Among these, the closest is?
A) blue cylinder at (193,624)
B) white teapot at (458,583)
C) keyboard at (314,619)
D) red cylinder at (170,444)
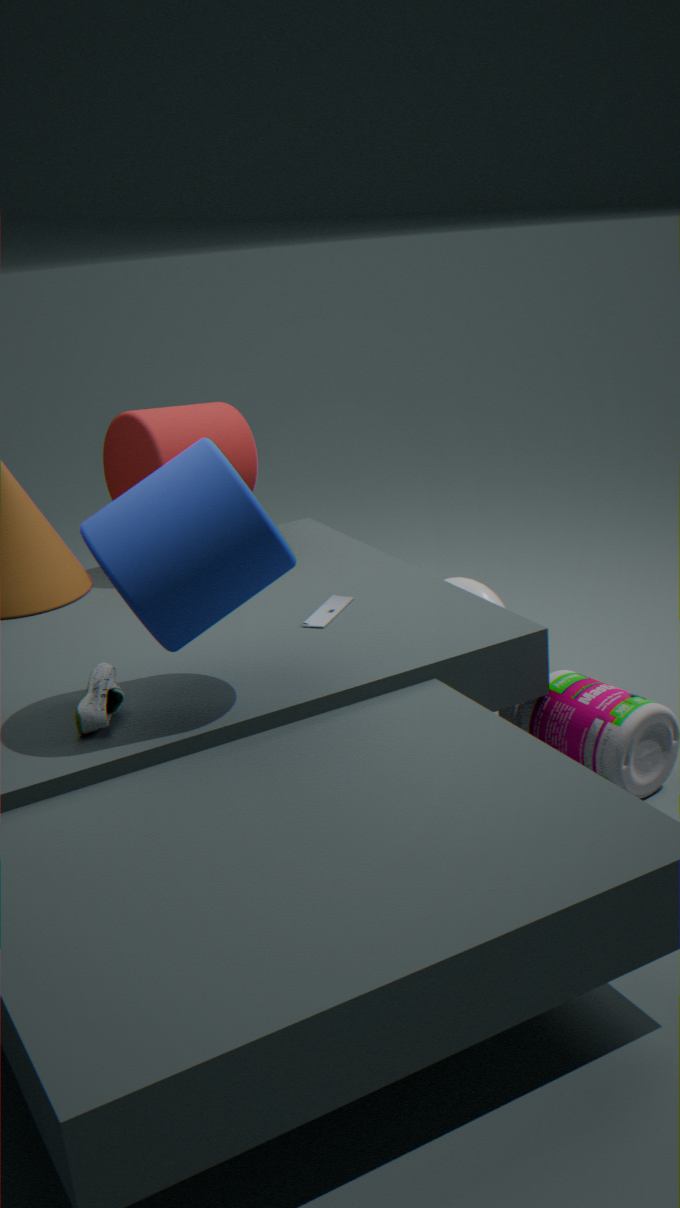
blue cylinder at (193,624)
